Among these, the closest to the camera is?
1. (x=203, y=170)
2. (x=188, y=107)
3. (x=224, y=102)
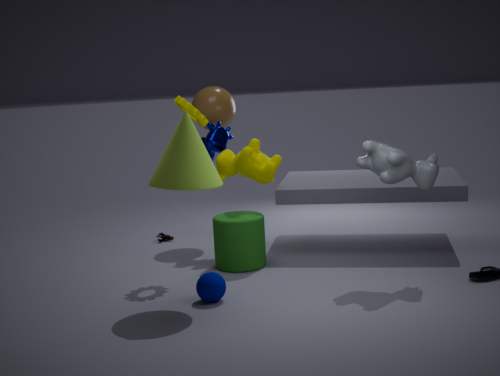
(x=203, y=170)
